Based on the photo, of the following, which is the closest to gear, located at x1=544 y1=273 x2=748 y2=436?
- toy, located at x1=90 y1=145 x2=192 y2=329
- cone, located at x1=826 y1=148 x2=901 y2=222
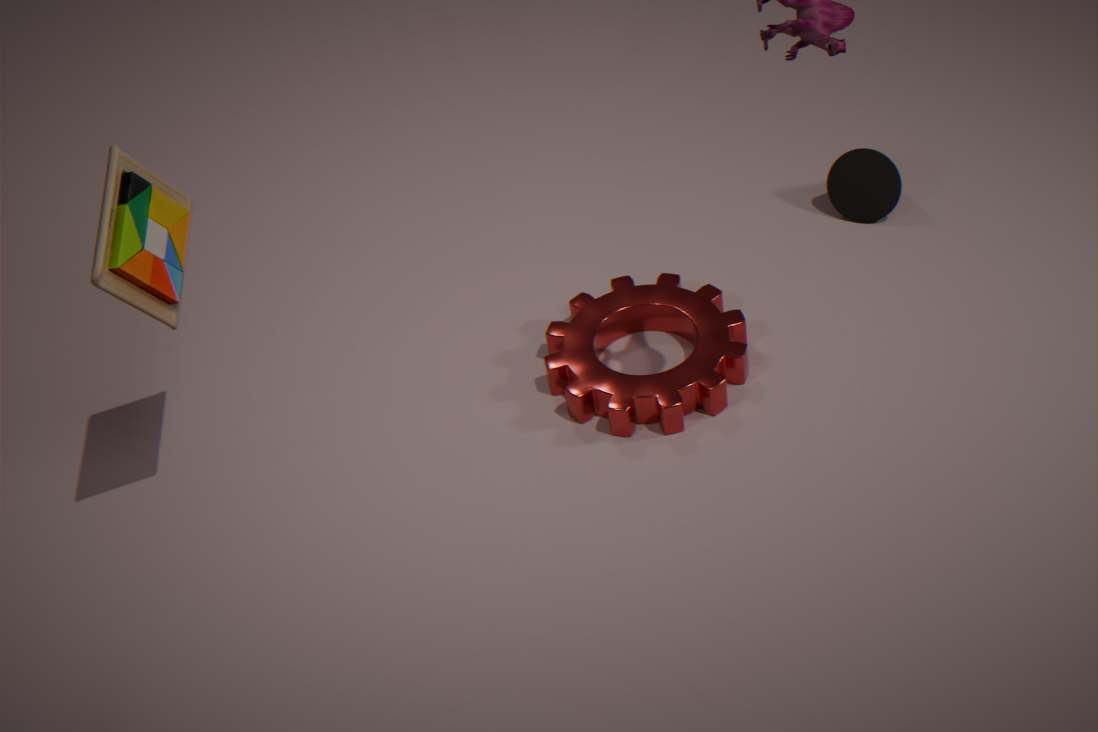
cone, located at x1=826 y1=148 x2=901 y2=222
